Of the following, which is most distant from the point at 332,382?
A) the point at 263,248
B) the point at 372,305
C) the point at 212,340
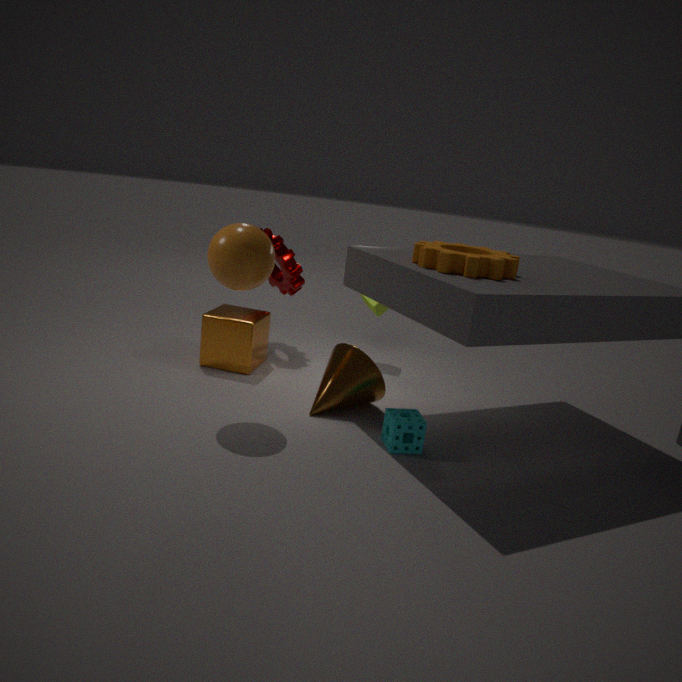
the point at 372,305
